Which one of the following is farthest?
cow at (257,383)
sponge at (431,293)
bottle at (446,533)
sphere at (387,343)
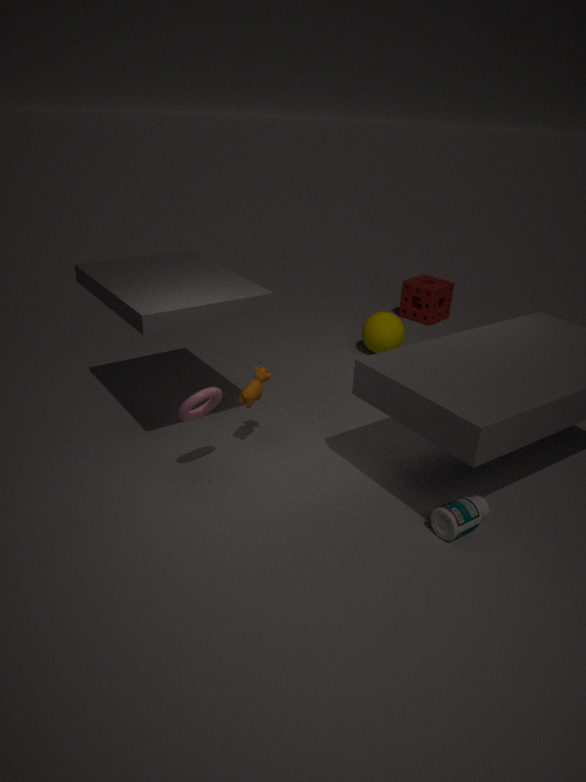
sponge at (431,293)
